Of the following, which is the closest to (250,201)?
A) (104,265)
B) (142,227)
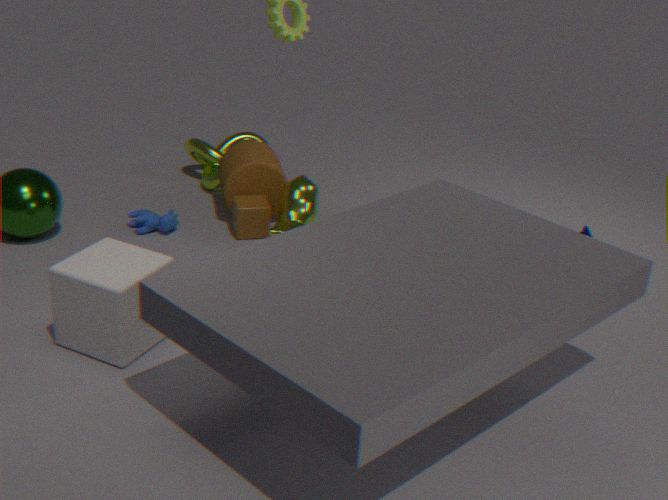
(142,227)
